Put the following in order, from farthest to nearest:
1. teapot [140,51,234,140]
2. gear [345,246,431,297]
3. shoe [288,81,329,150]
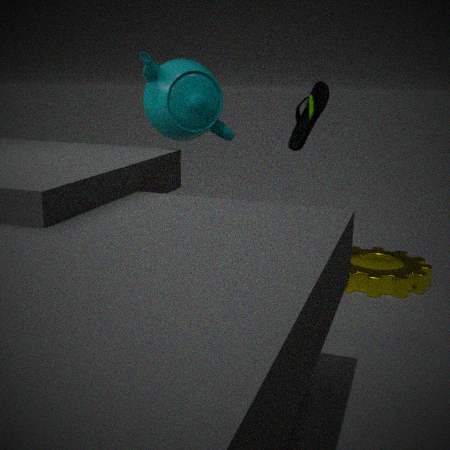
gear [345,246,431,297]
shoe [288,81,329,150]
teapot [140,51,234,140]
